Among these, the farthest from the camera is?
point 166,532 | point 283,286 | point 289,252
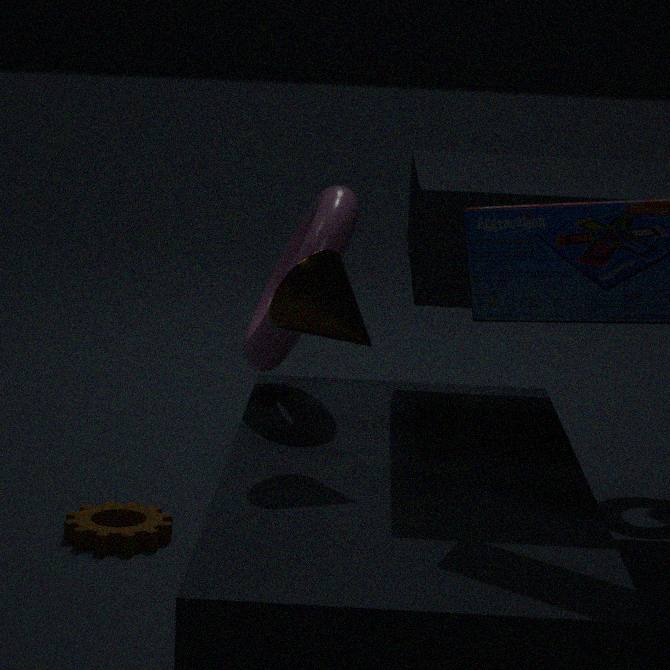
point 289,252
